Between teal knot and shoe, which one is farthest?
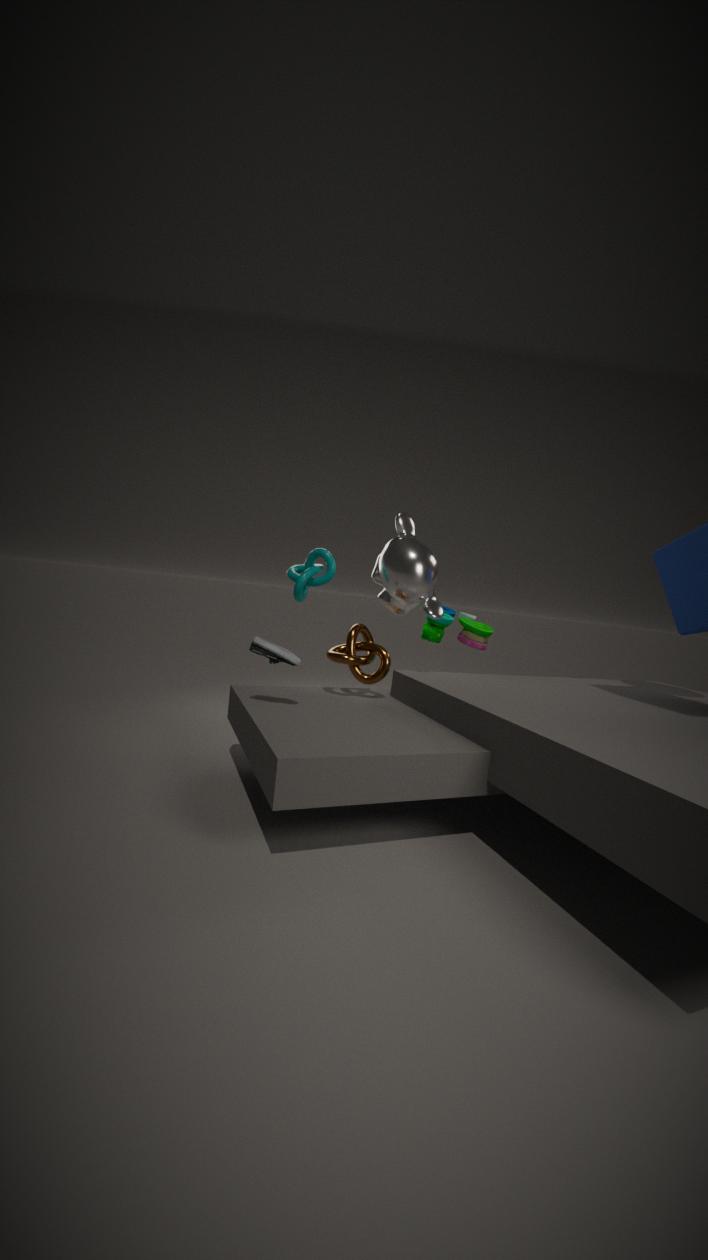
teal knot
